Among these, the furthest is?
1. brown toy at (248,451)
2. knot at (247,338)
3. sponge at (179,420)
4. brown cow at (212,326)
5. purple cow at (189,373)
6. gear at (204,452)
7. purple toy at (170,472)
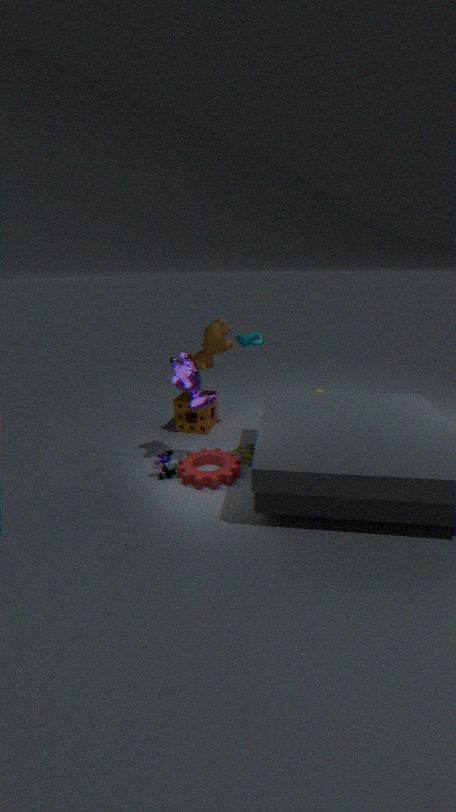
sponge at (179,420)
